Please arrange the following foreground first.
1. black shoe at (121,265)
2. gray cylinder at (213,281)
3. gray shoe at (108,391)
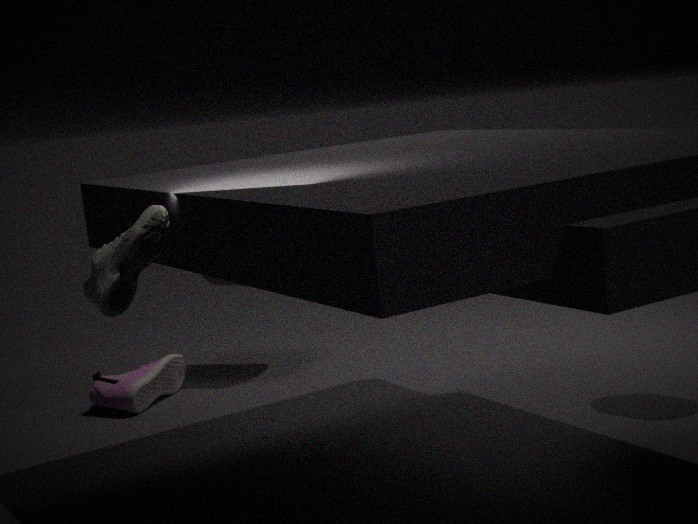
1. black shoe at (121,265)
2. gray shoe at (108,391)
3. gray cylinder at (213,281)
